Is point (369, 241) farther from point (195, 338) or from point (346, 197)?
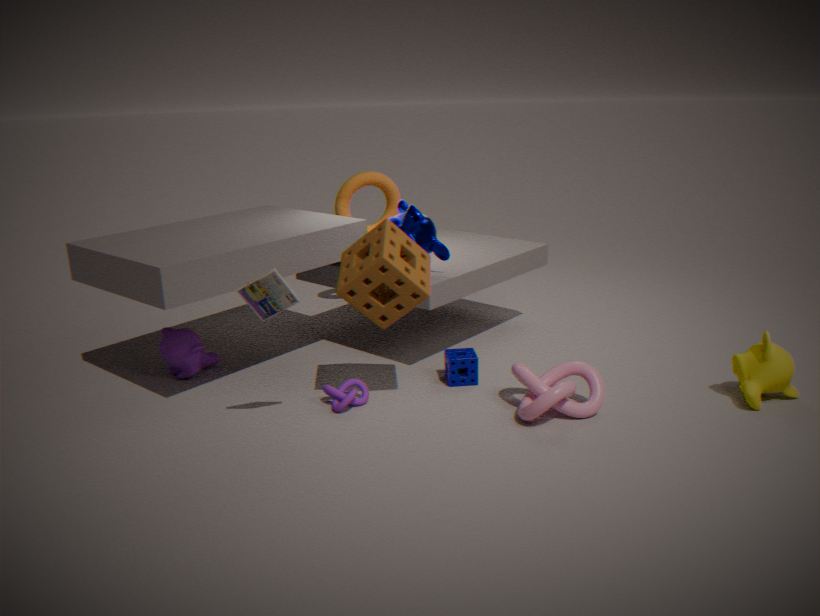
point (346, 197)
